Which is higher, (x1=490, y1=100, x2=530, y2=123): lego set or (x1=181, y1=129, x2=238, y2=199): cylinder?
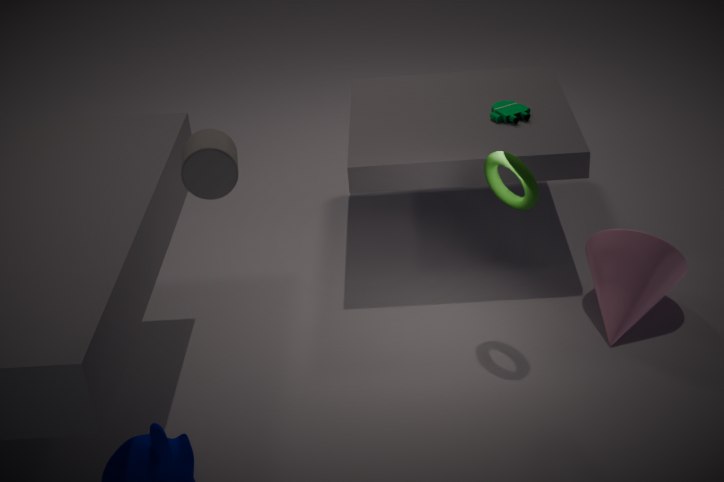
(x1=181, y1=129, x2=238, y2=199): cylinder
